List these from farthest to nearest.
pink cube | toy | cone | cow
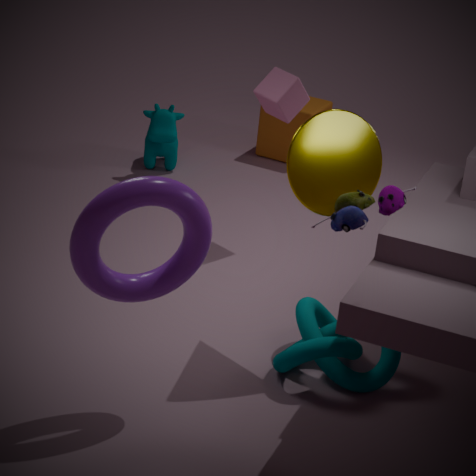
cow → pink cube → cone → toy
